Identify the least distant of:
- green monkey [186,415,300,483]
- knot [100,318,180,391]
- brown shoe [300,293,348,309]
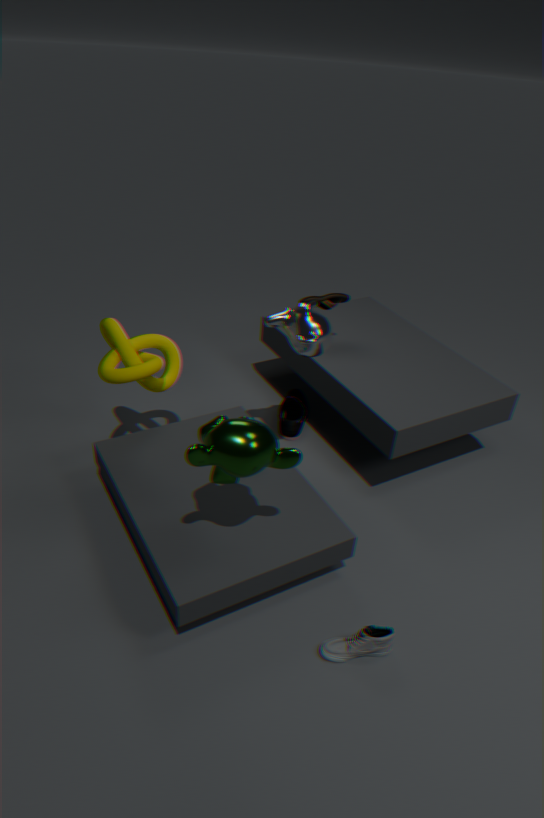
green monkey [186,415,300,483]
